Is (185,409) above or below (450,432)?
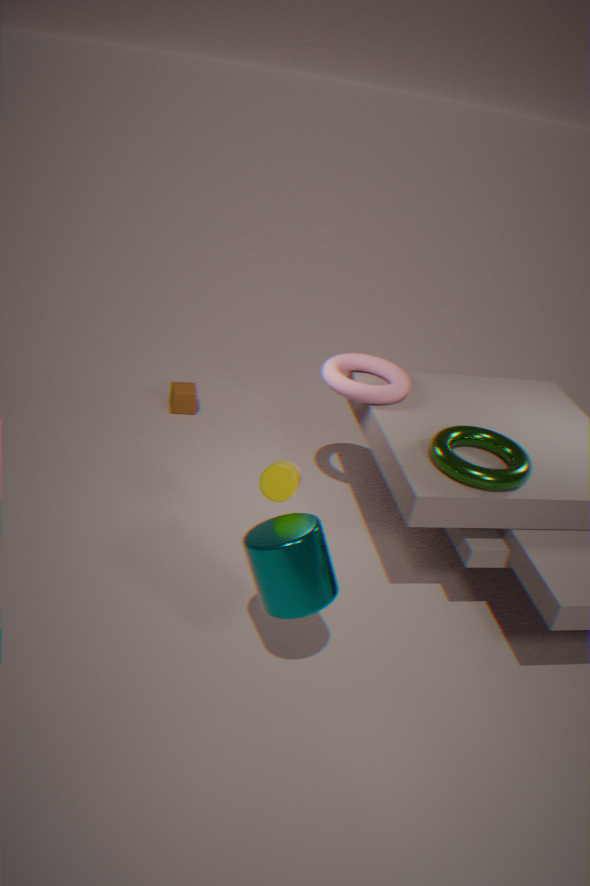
below
